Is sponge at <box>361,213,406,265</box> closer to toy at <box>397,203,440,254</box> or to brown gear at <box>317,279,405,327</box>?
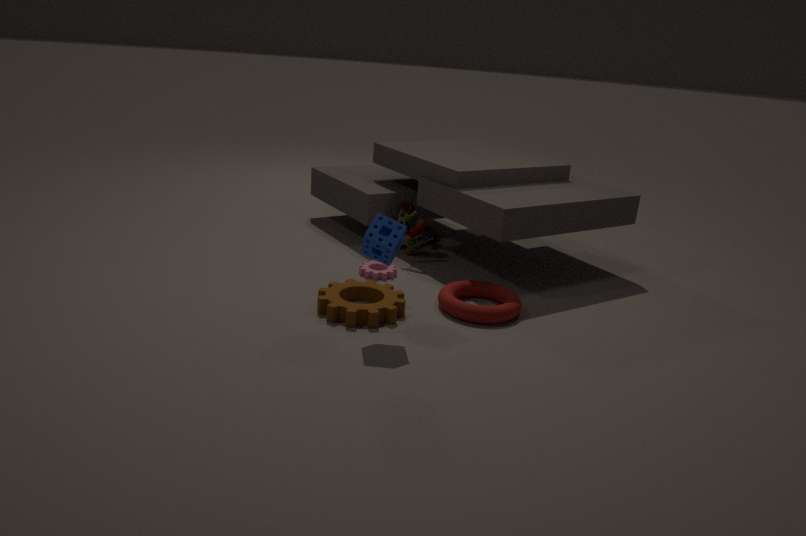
brown gear at <box>317,279,405,327</box>
